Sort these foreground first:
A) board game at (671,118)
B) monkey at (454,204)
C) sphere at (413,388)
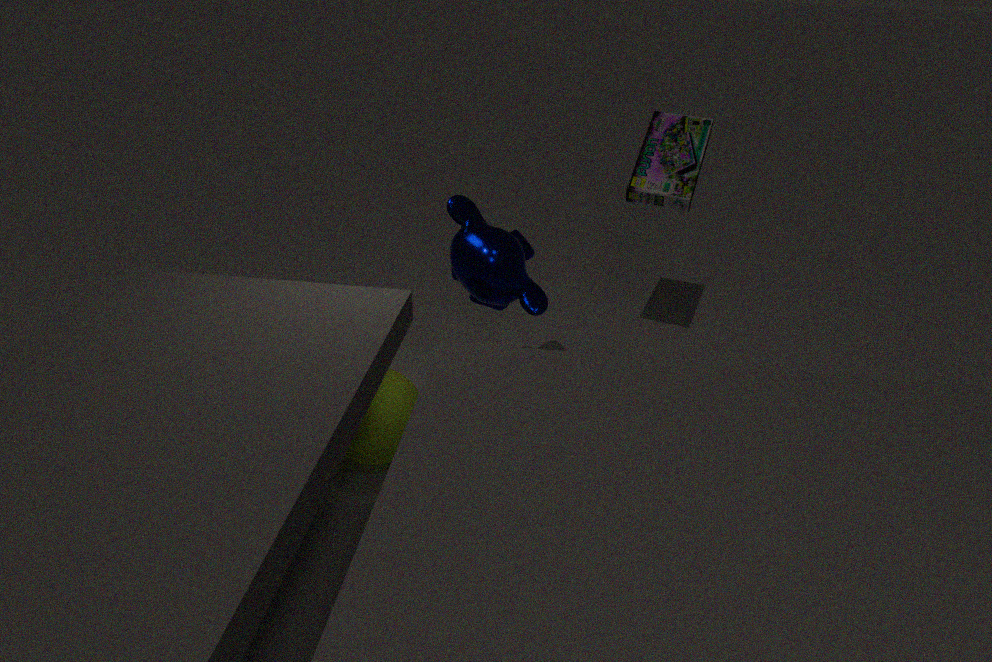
monkey at (454,204) → sphere at (413,388) → board game at (671,118)
